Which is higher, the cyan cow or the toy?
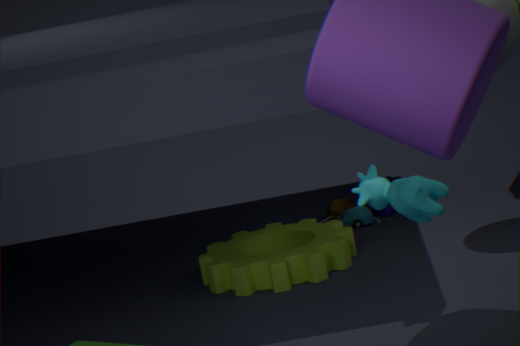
the cyan cow
